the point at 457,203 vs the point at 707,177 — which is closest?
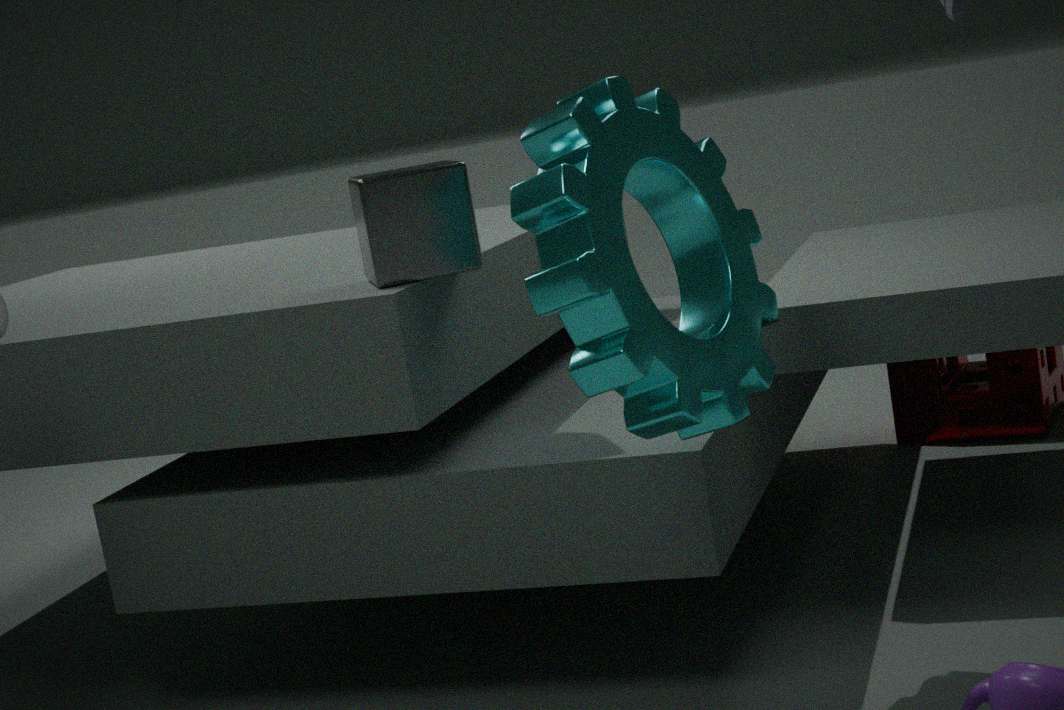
the point at 707,177
